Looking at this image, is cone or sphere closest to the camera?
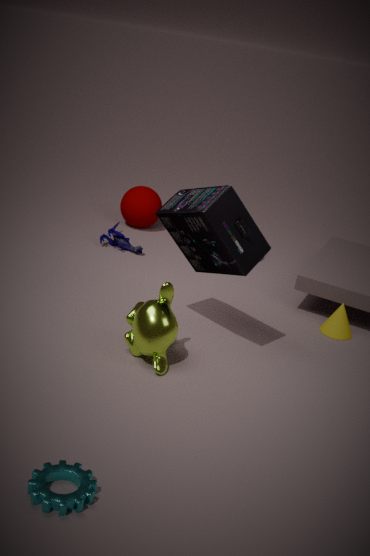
cone
